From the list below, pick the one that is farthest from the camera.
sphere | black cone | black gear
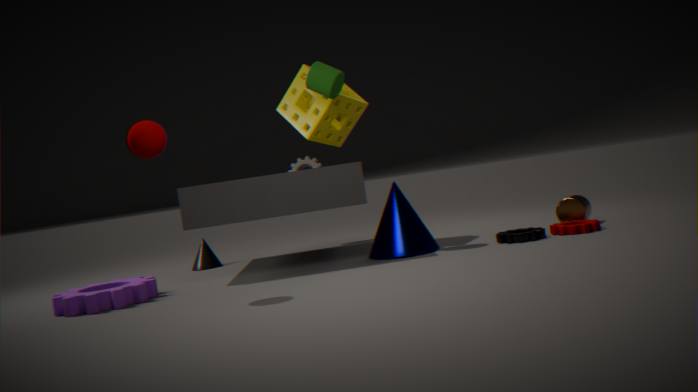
black cone
